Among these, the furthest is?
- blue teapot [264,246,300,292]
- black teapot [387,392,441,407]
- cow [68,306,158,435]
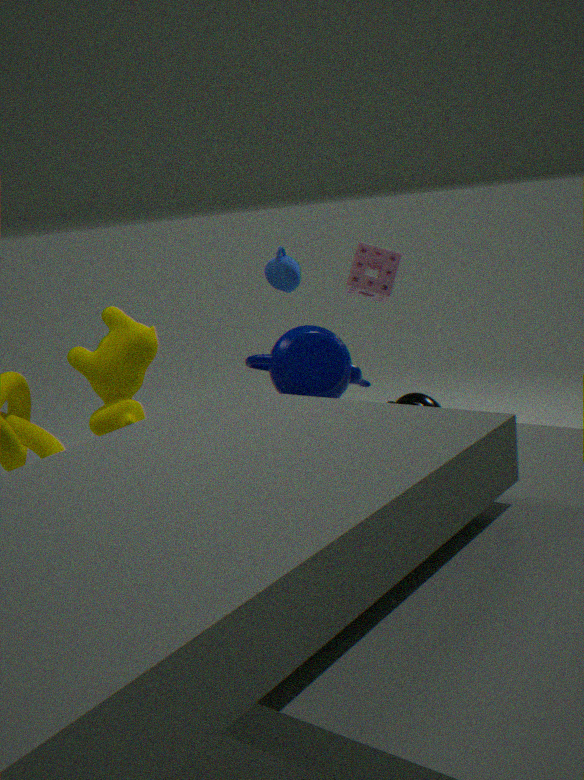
black teapot [387,392,441,407]
